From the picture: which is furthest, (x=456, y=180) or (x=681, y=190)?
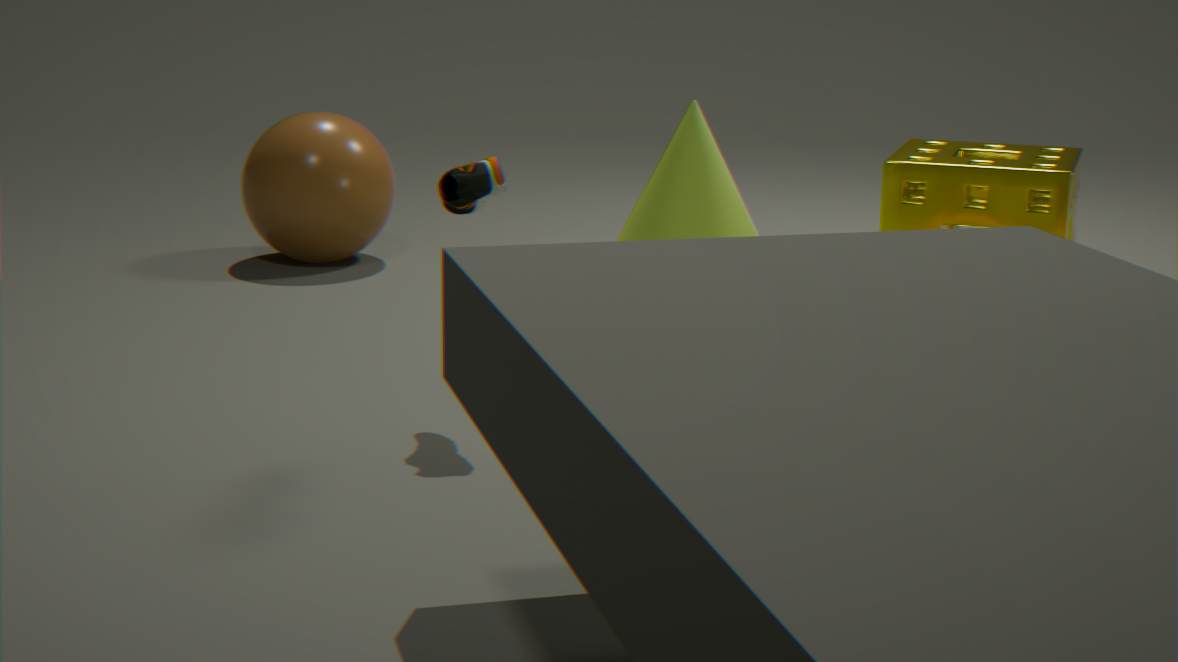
(x=681, y=190)
